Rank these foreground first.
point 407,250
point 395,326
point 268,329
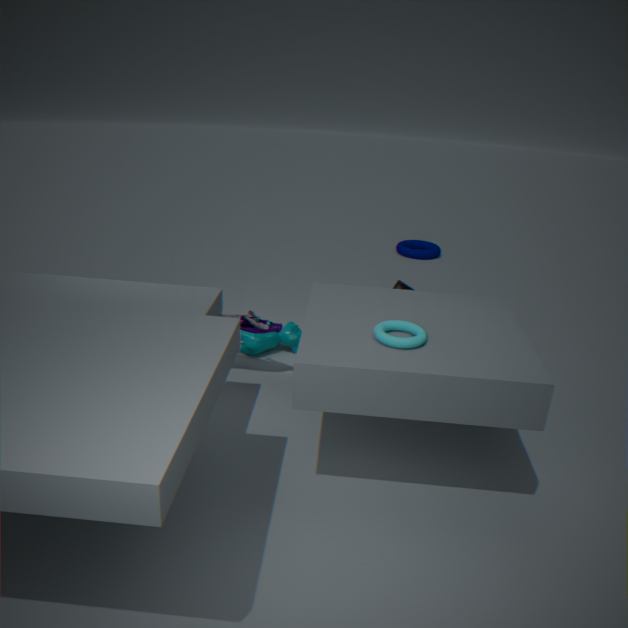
1. point 395,326
2. point 268,329
3. point 407,250
